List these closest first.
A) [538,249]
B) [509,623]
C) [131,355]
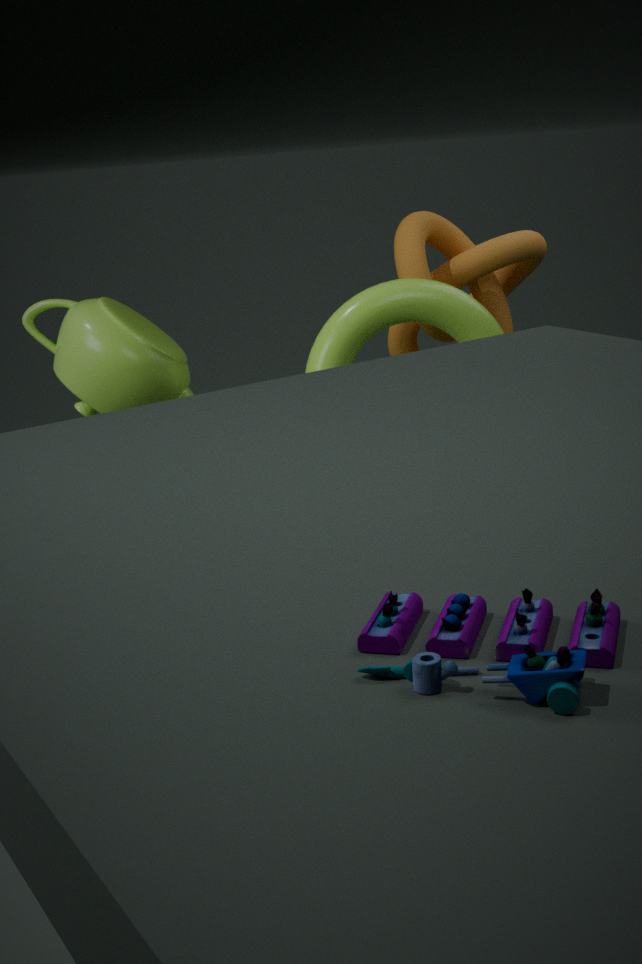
[509,623]
[131,355]
[538,249]
